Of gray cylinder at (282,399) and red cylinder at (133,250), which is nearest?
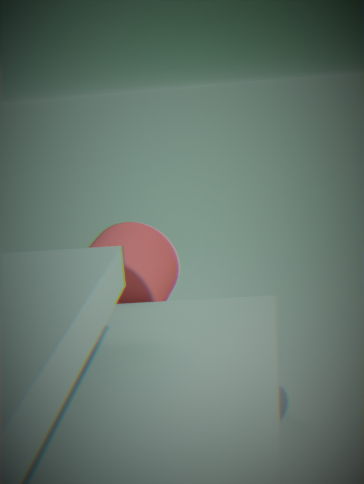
red cylinder at (133,250)
